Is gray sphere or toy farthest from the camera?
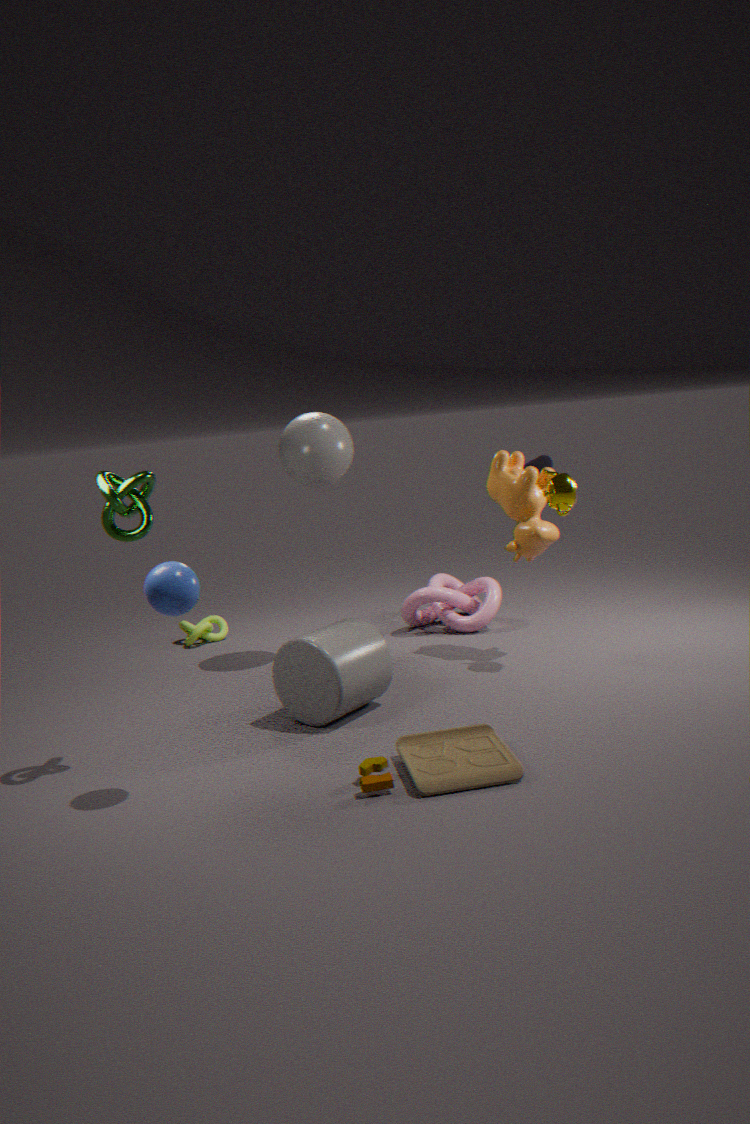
gray sphere
